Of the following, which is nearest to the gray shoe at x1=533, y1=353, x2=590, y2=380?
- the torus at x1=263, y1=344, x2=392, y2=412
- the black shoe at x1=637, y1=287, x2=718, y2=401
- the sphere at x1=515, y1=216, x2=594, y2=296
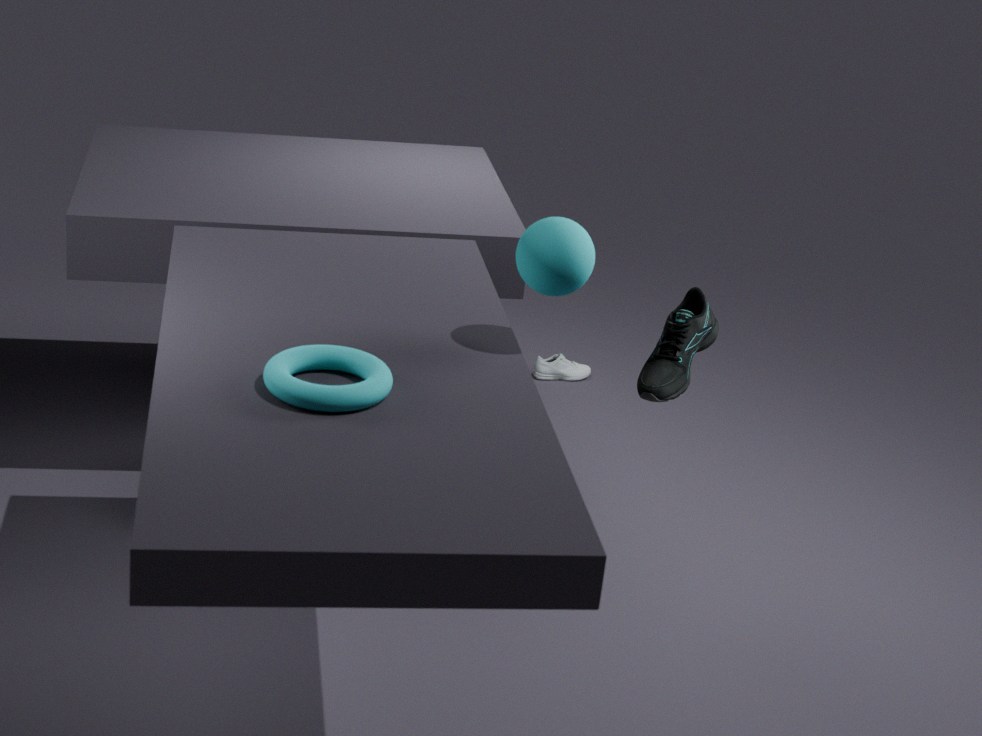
the black shoe at x1=637, y1=287, x2=718, y2=401
